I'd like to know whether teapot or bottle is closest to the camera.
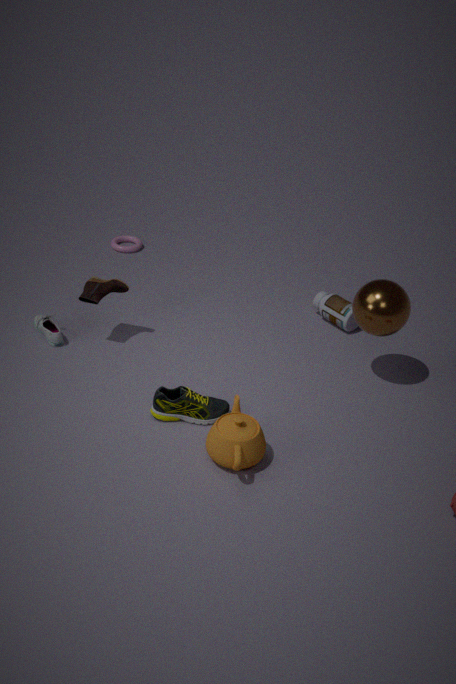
teapot
